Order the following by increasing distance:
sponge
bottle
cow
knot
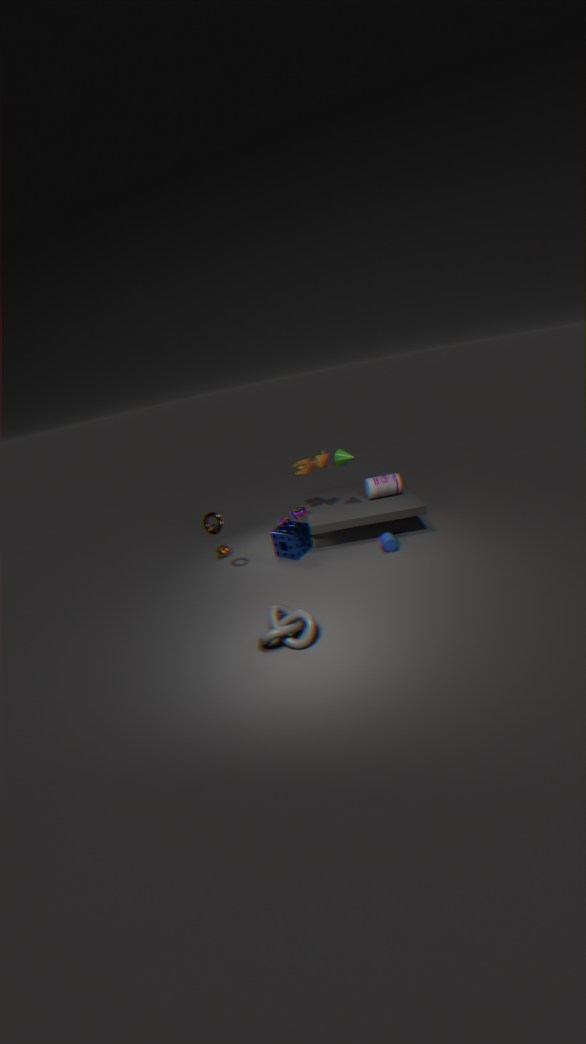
knot, cow, sponge, bottle
